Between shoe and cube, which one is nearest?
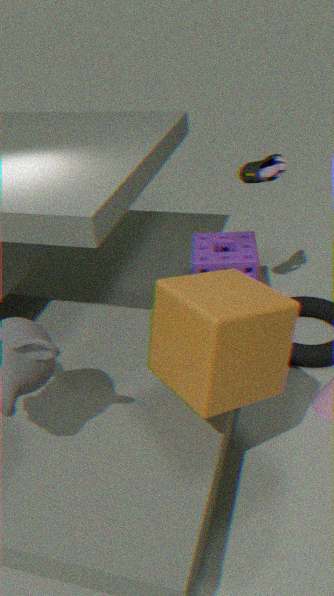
cube
